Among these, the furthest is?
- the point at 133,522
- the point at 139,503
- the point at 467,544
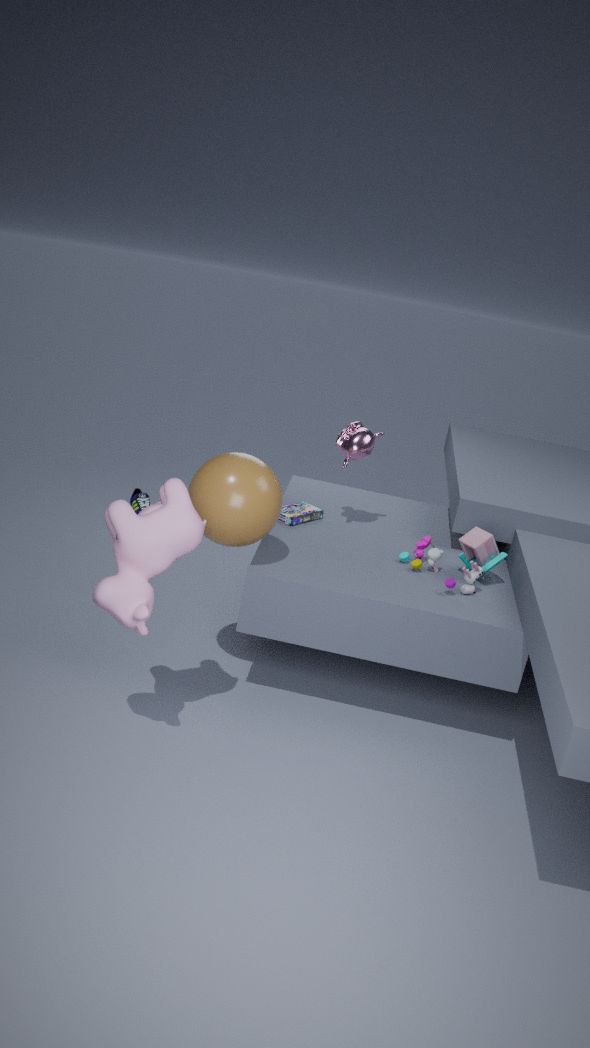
the point at 139,503
